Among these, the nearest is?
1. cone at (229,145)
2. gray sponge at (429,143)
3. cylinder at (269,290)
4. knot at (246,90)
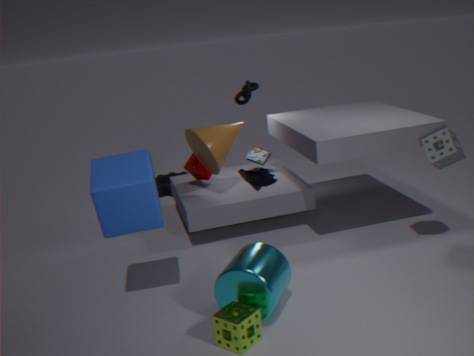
cylinder at (269,290)
